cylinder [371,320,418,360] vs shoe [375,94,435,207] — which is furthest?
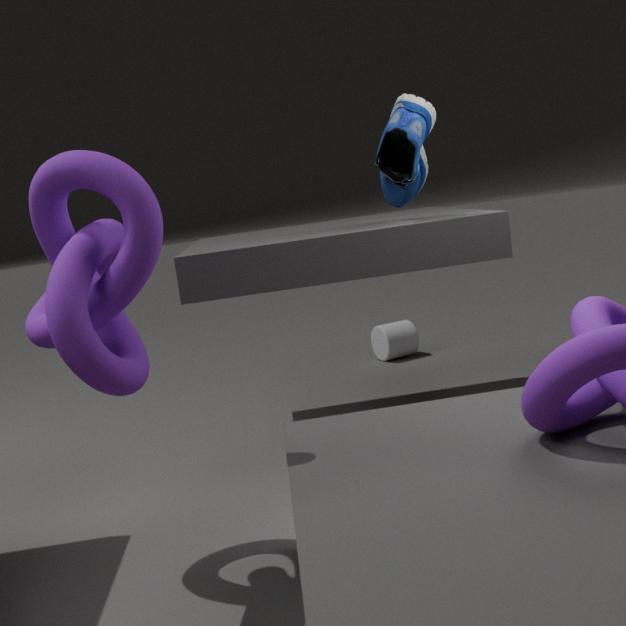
cylinder [371,320,418,360]
